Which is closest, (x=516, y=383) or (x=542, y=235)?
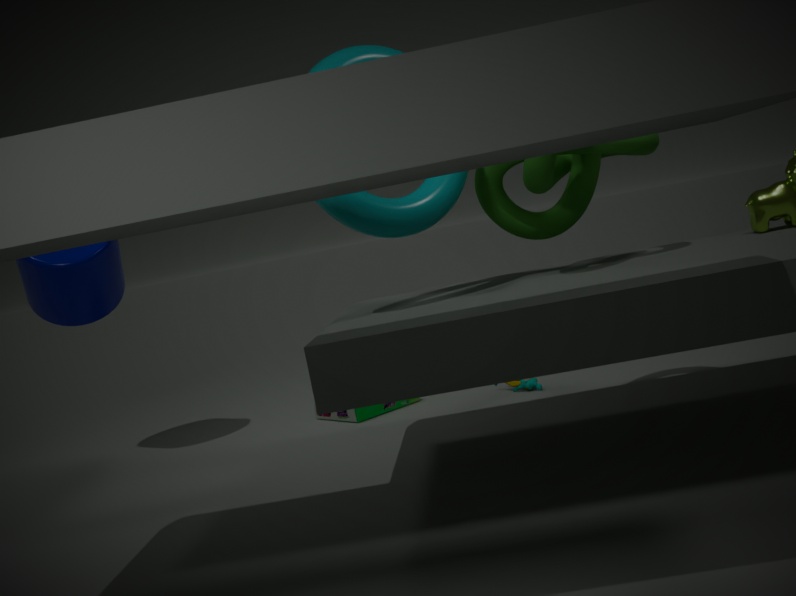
(x=542, y=235)
